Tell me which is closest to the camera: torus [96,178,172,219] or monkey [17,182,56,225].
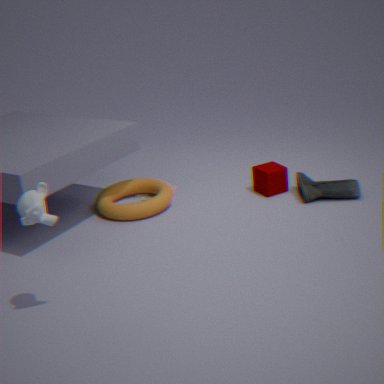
monkey [17,182,56,225]
